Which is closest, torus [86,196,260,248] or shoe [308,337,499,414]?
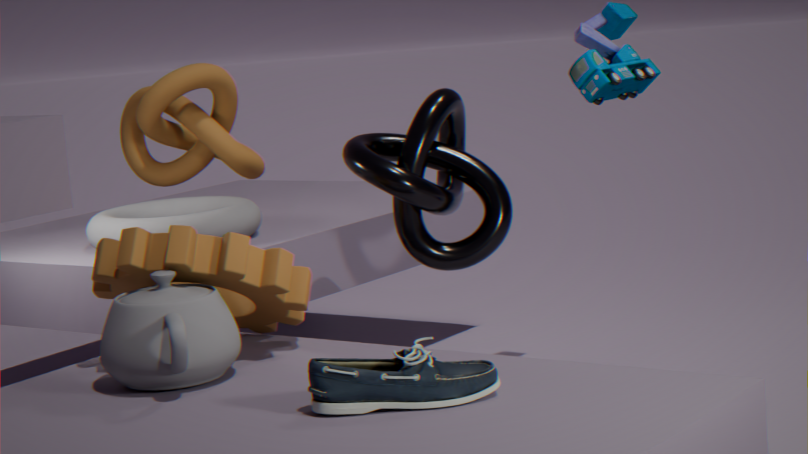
shoe [308,337,499,414]
